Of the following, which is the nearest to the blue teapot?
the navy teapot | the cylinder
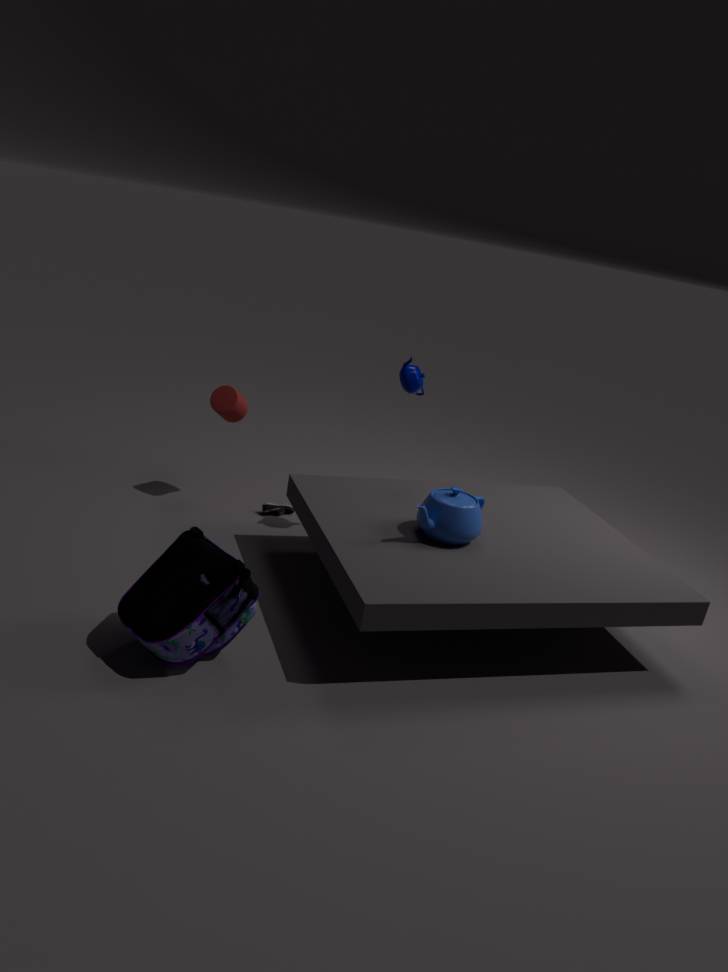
the navy teapot
